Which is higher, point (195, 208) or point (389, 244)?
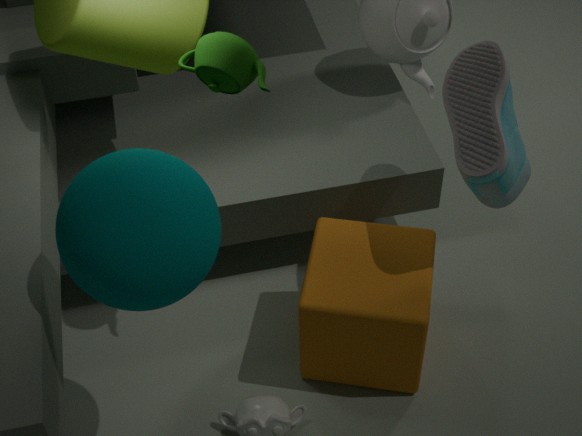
point (195, 208)
